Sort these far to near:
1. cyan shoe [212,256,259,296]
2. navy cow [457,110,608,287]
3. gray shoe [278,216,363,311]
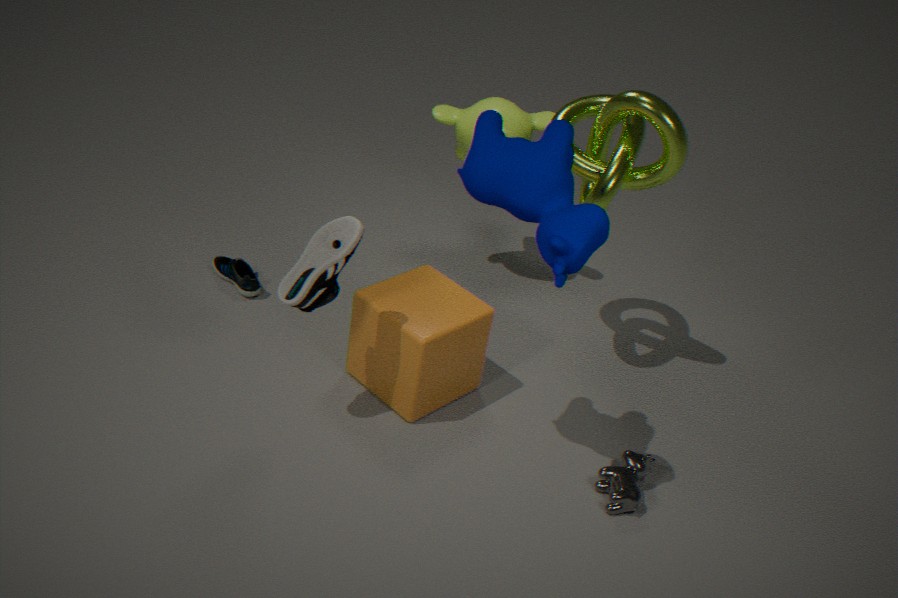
cyan shoe [212,256,259,296] → gray shoe [278,216,363,311] → navy cow [457,110,608,287]
